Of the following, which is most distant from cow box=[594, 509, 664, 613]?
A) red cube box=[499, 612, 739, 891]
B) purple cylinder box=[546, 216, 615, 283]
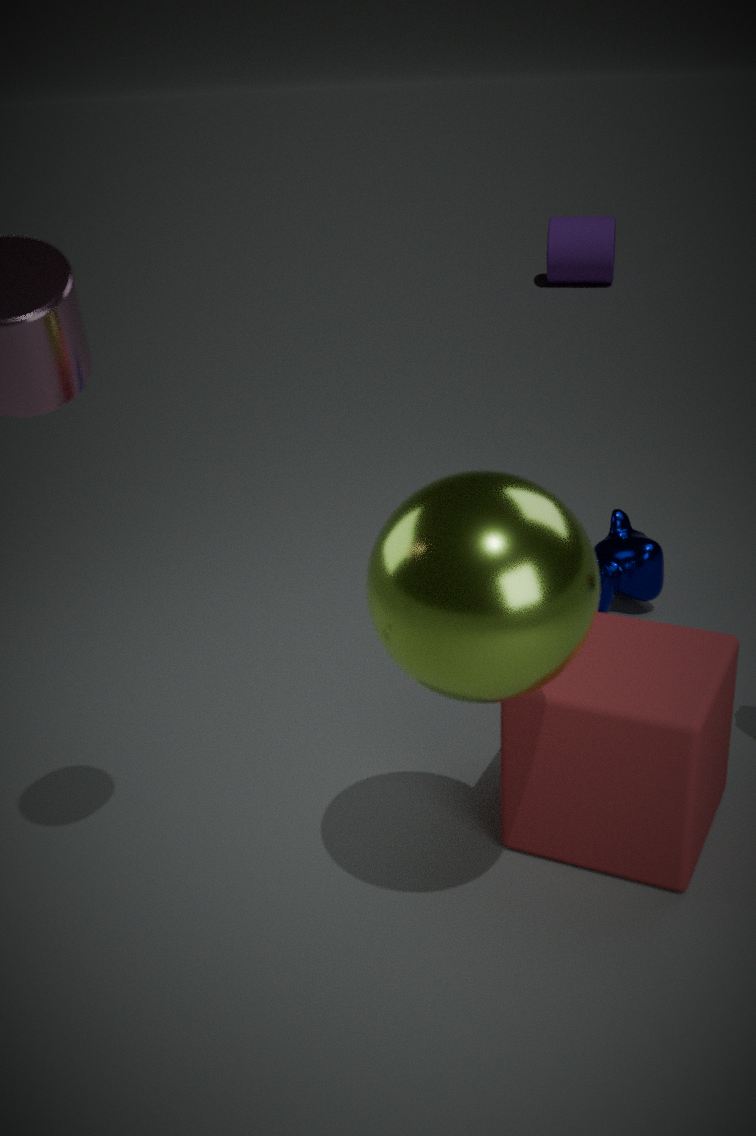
purple cylinder box=[546, 216, 615, 283]
